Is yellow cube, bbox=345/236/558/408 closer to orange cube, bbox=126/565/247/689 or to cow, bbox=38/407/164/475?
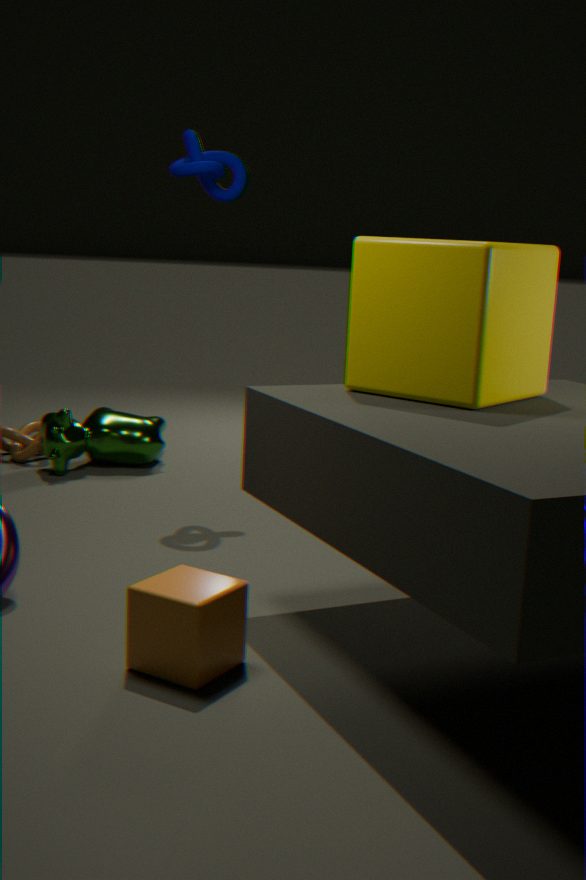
orange cube, bbox=126/565/247/689
